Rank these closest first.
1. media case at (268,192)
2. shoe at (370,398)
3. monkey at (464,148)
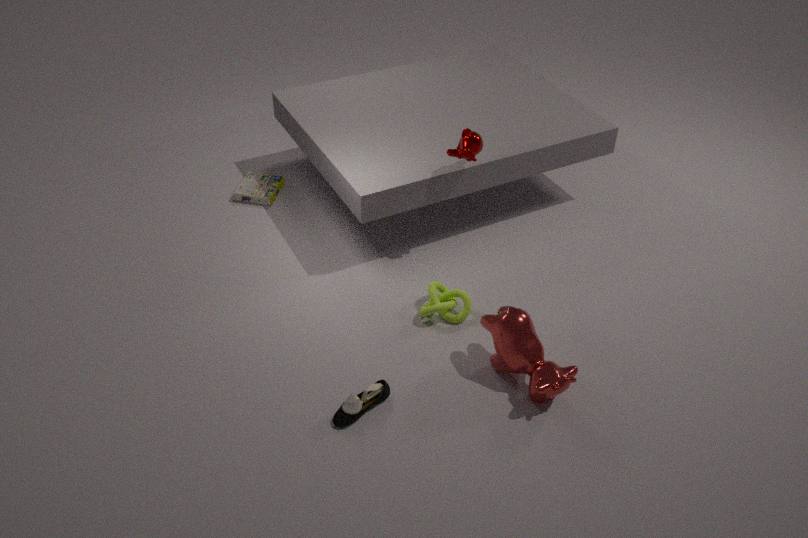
shoe at (370,398), monkey at (464,148), media case at (268,192)
